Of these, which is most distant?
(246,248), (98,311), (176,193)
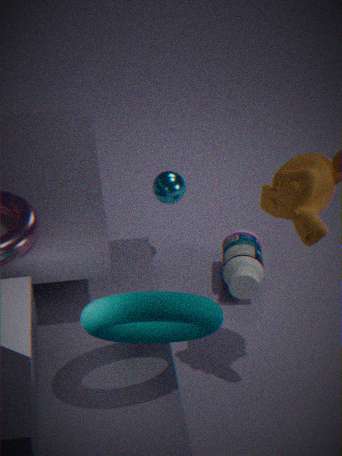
(176,193)
